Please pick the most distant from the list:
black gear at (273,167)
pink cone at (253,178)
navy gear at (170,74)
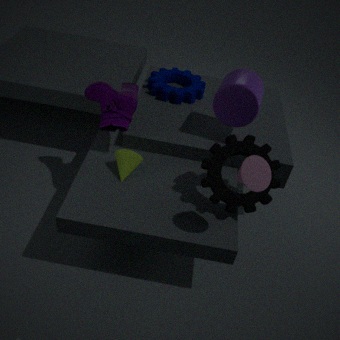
navy gear at (170,74)
